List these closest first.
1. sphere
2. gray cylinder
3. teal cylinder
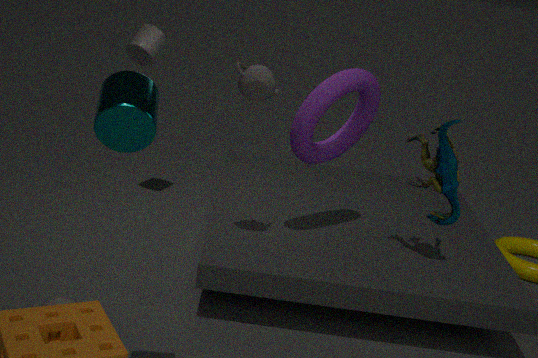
teal cylinder
sphere
gray cylinder
